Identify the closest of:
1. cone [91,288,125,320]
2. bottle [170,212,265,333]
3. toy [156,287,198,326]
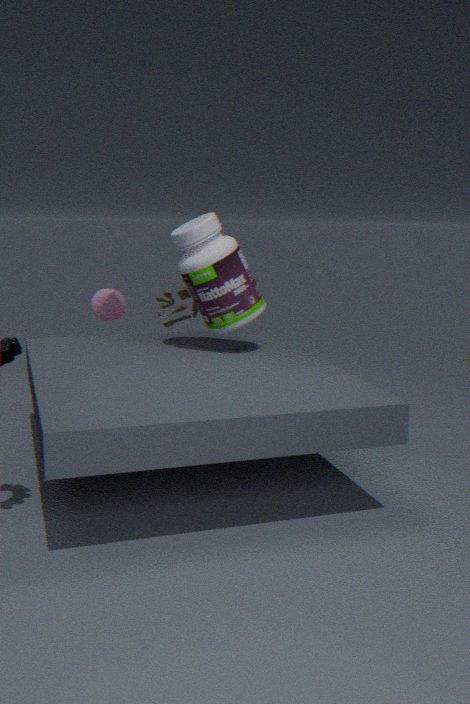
bottle [170,212,265,333]
